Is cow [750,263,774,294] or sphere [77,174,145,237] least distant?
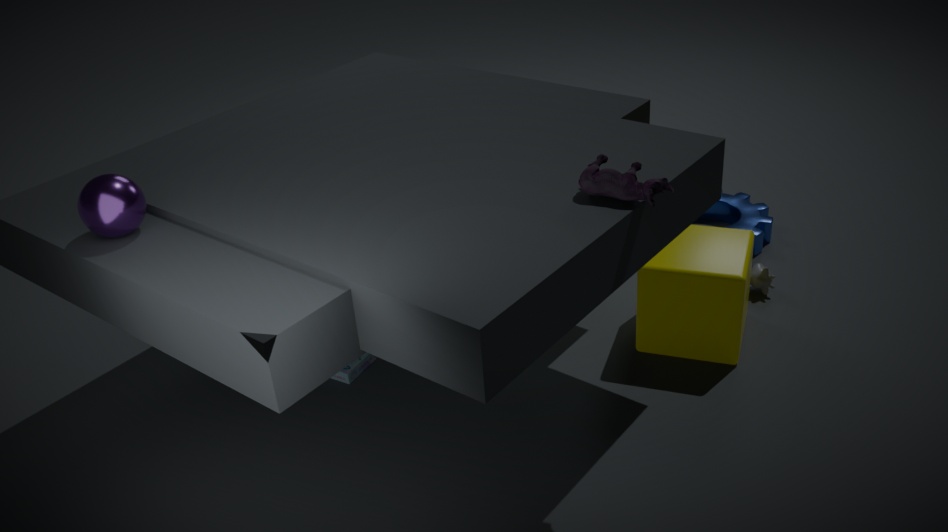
sphere [77,174,145,237]
